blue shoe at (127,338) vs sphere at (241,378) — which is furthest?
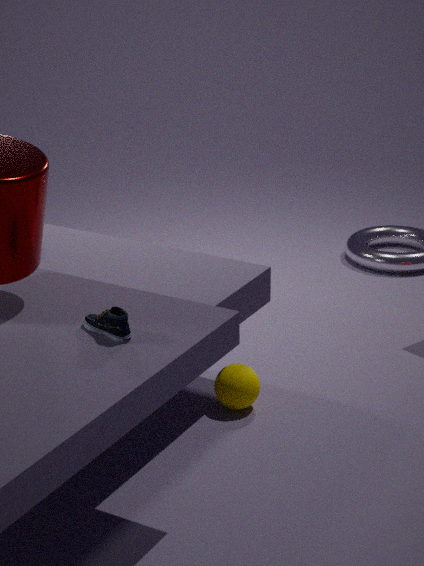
sphere at (241,378)
